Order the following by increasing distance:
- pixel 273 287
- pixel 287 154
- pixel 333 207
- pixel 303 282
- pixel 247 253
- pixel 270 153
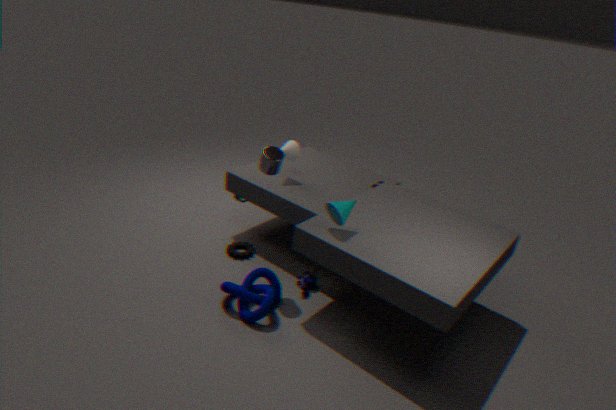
pixel 333 207 < pixel 270 153 < pixel 273 287 < pixel 303 282 < pixel 247 253 < pixel 287 154
